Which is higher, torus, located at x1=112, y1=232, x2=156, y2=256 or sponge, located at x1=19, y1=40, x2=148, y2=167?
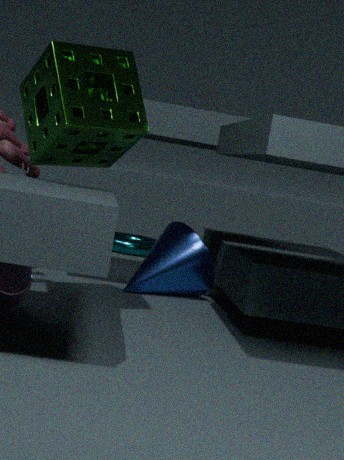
sponge, located at x1=19, y1=40, x2=148, y2=167
